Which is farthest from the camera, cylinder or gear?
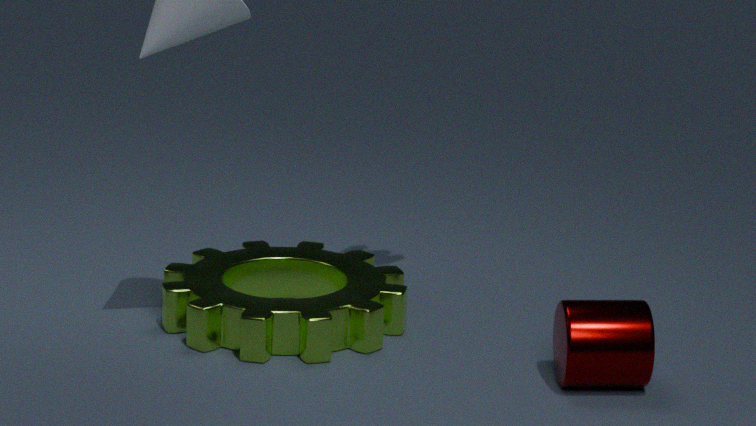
gear
